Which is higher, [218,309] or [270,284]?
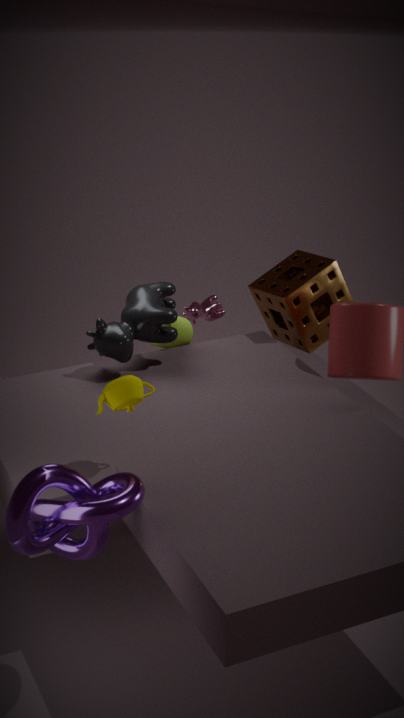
[270,284]
